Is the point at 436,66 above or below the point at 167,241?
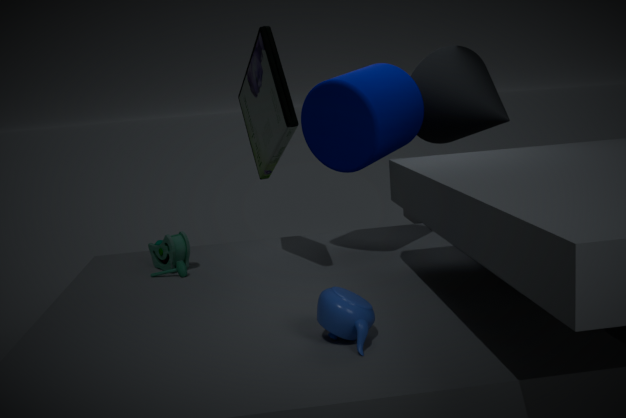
above
